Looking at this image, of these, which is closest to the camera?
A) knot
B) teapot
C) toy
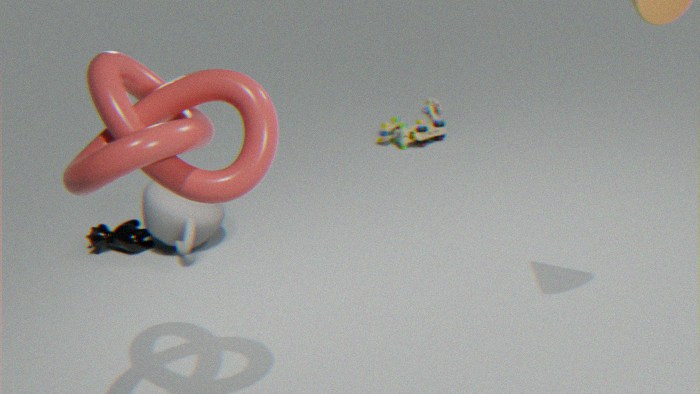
knot
